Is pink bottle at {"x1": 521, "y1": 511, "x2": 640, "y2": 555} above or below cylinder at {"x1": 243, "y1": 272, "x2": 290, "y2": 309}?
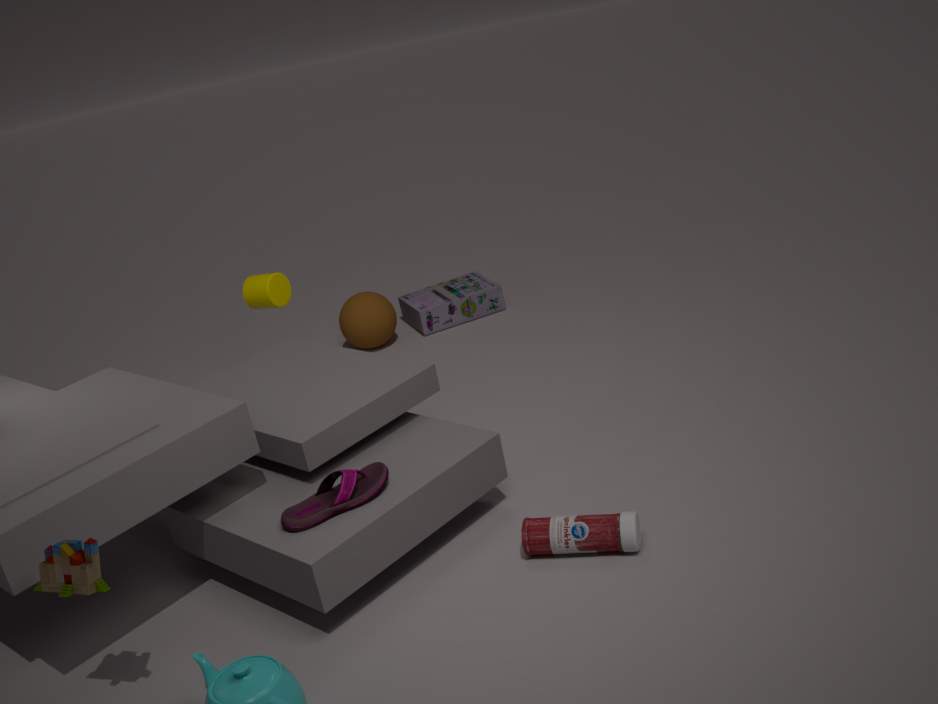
below
